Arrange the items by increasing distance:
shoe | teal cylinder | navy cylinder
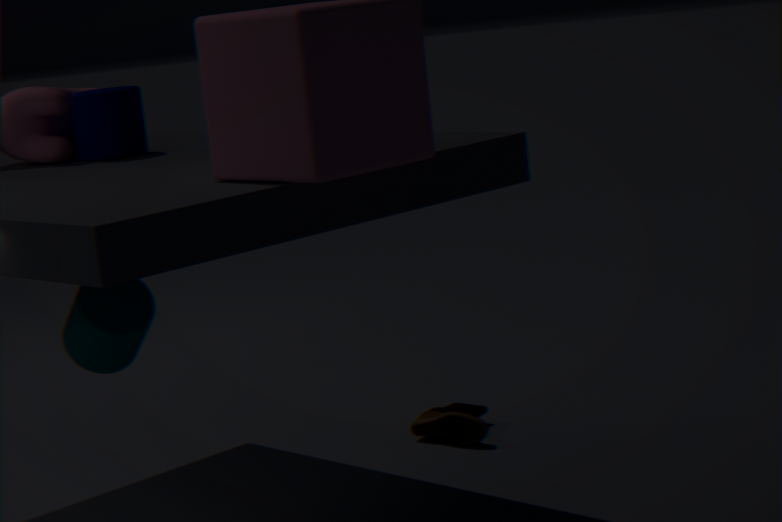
1. teal cylinder
2. navy cylinder
3. shoe
